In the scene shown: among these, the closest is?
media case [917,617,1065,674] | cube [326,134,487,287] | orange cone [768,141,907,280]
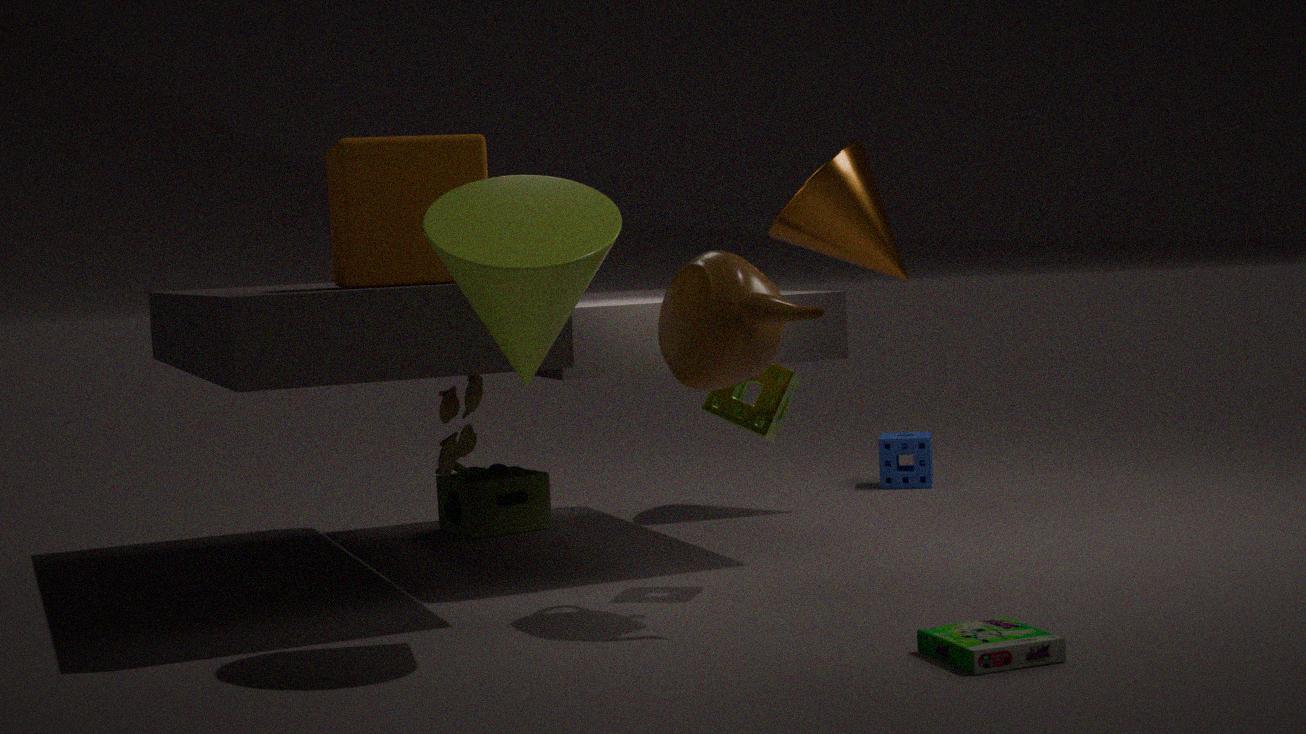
media case [917,617,1065,674]
